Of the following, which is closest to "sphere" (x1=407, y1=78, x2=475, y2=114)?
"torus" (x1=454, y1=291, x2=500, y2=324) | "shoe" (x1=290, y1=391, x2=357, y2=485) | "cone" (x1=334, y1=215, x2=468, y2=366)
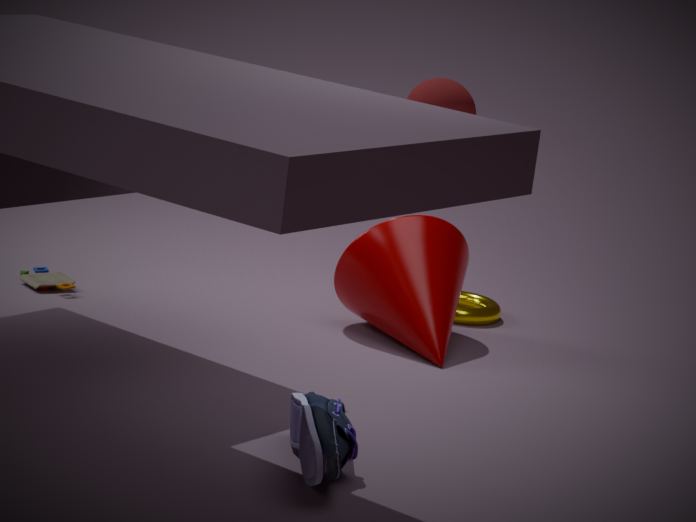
"torus" (x1=454, y1=291, x2=500, y2=324)
